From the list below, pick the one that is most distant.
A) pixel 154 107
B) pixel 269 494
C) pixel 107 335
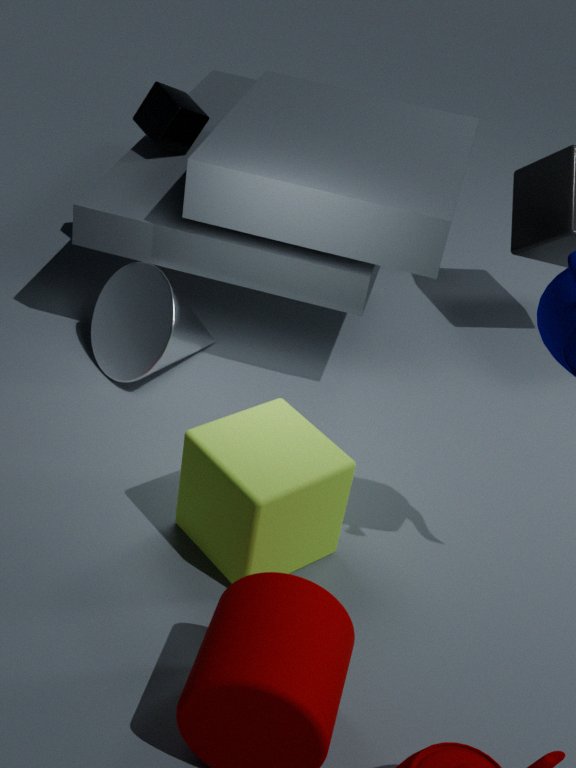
pixel 154 107
